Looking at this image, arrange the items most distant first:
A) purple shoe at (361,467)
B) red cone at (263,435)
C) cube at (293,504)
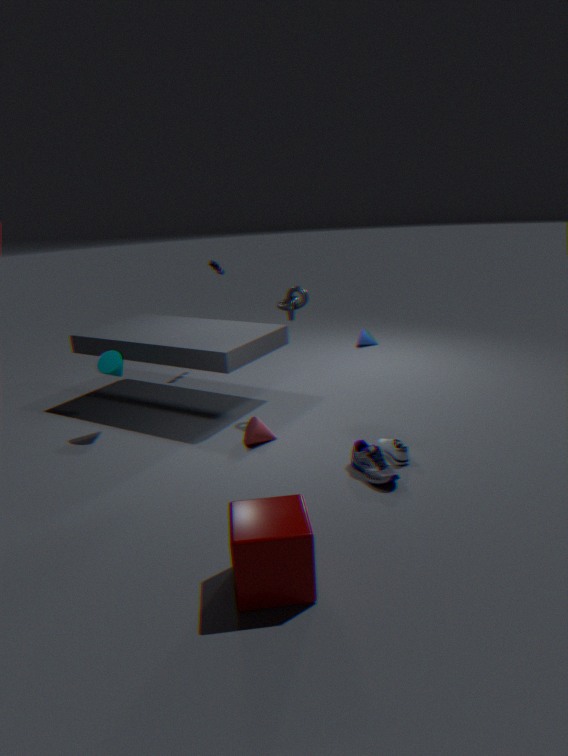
1. B. red cone at (263,435)
2. A. purple shoe at (361,467)
3. C. cube at (293,504)
